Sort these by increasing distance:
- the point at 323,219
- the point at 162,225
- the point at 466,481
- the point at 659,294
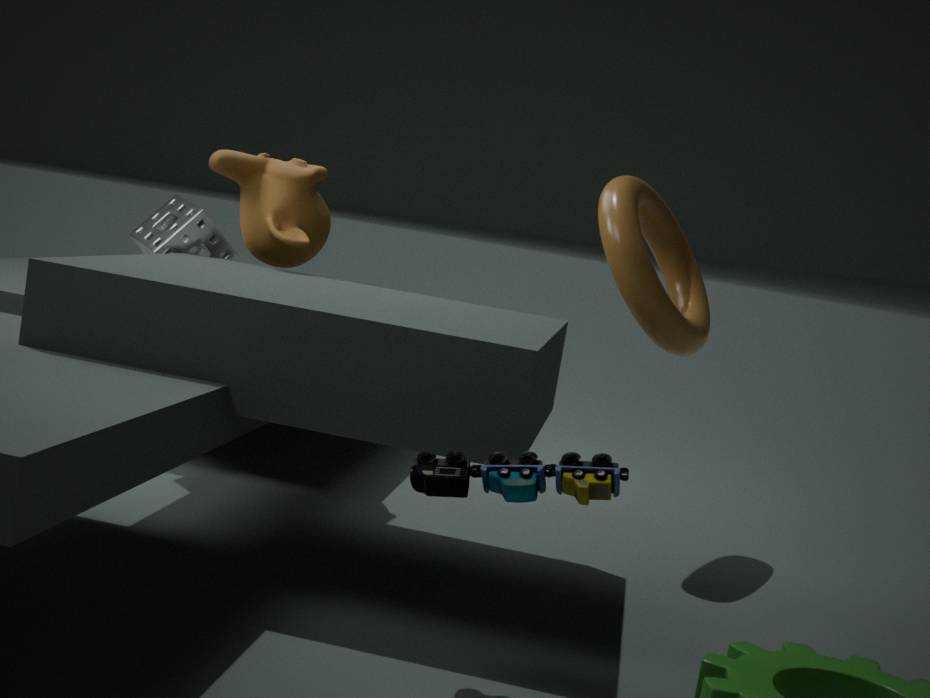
the point at 466,481 → the point at 659,294 → the point at 162,225 → the point at 323,219
